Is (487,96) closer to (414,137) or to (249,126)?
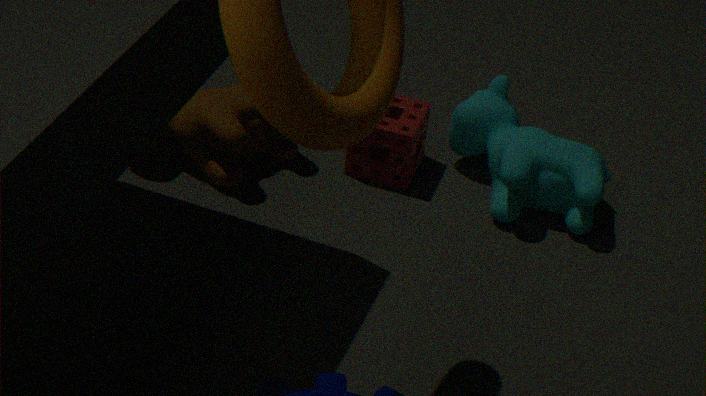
(414,137)
